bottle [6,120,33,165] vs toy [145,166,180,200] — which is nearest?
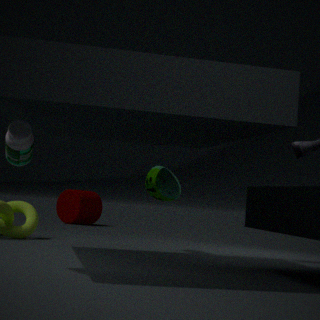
bottle [6,120,33,165]
